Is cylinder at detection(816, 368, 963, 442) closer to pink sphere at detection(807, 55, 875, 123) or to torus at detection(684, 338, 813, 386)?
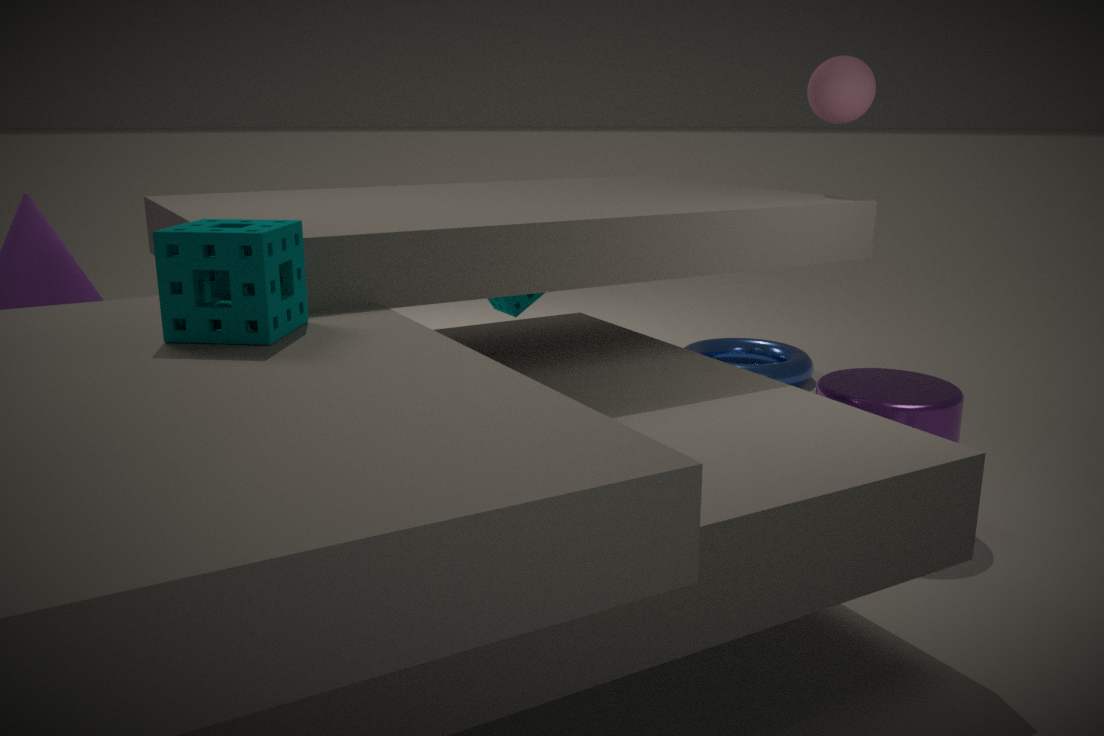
pink sphere at detection(807, 55, 875, 123)
